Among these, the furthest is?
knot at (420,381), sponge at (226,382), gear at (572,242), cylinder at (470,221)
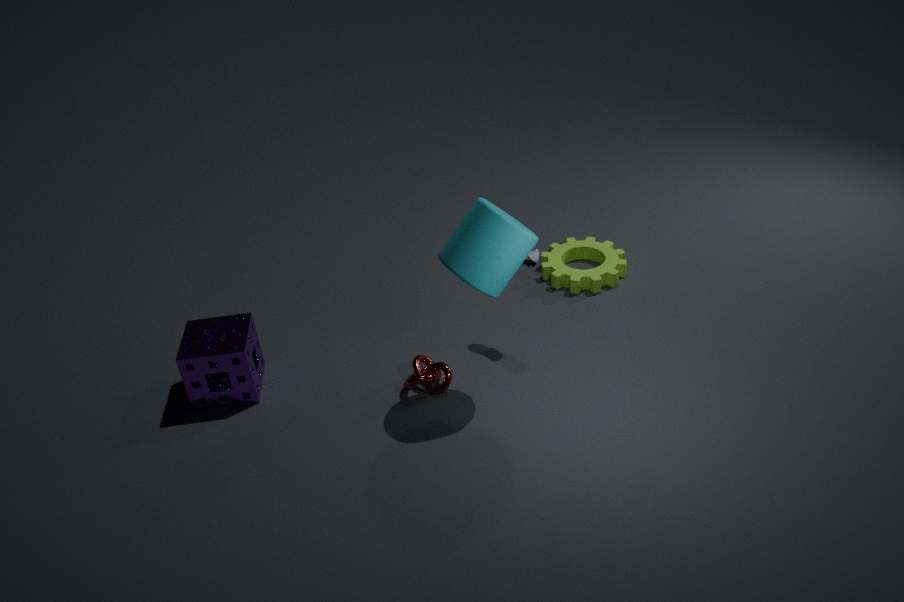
gear at (572,242)
